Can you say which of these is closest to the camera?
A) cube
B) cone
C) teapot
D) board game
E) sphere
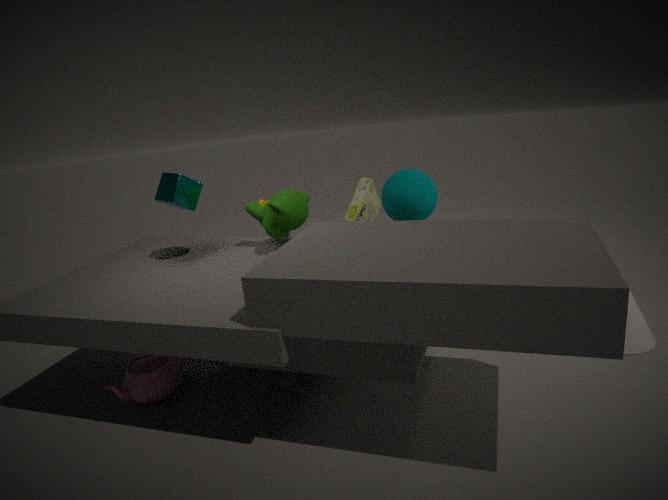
teapot
